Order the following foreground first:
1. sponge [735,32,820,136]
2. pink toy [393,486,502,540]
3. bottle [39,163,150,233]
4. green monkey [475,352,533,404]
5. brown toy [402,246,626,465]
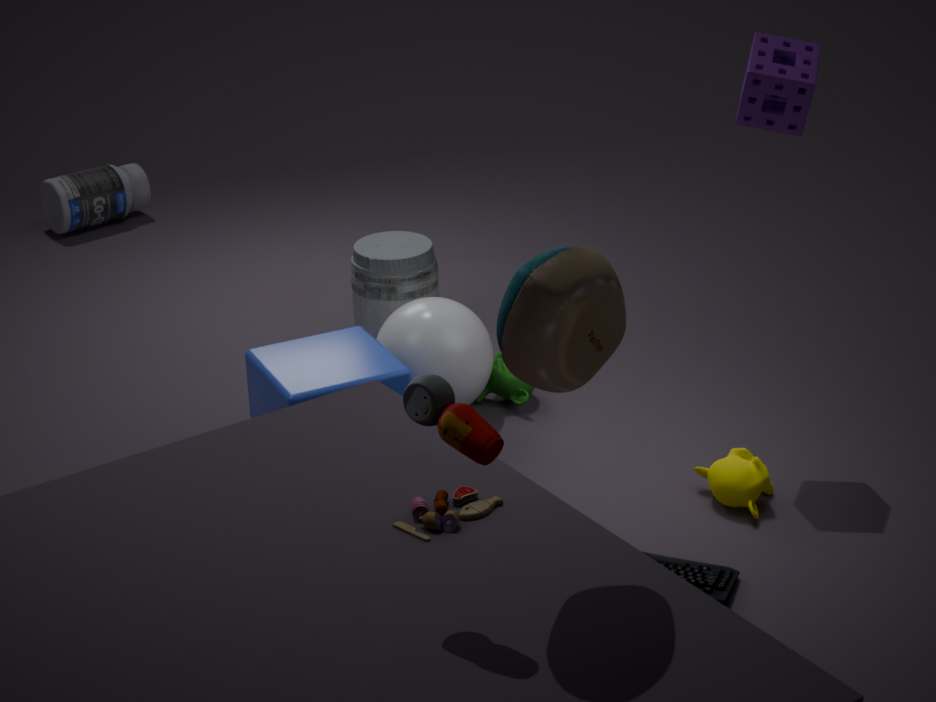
1. brown toy [402,246,626,465]
2. pink toy [393,486,502,540]
3. sponge [735,32,820,136]
4. green monkey [475,352,533,404]
5. bottle [39,163,150,233]
